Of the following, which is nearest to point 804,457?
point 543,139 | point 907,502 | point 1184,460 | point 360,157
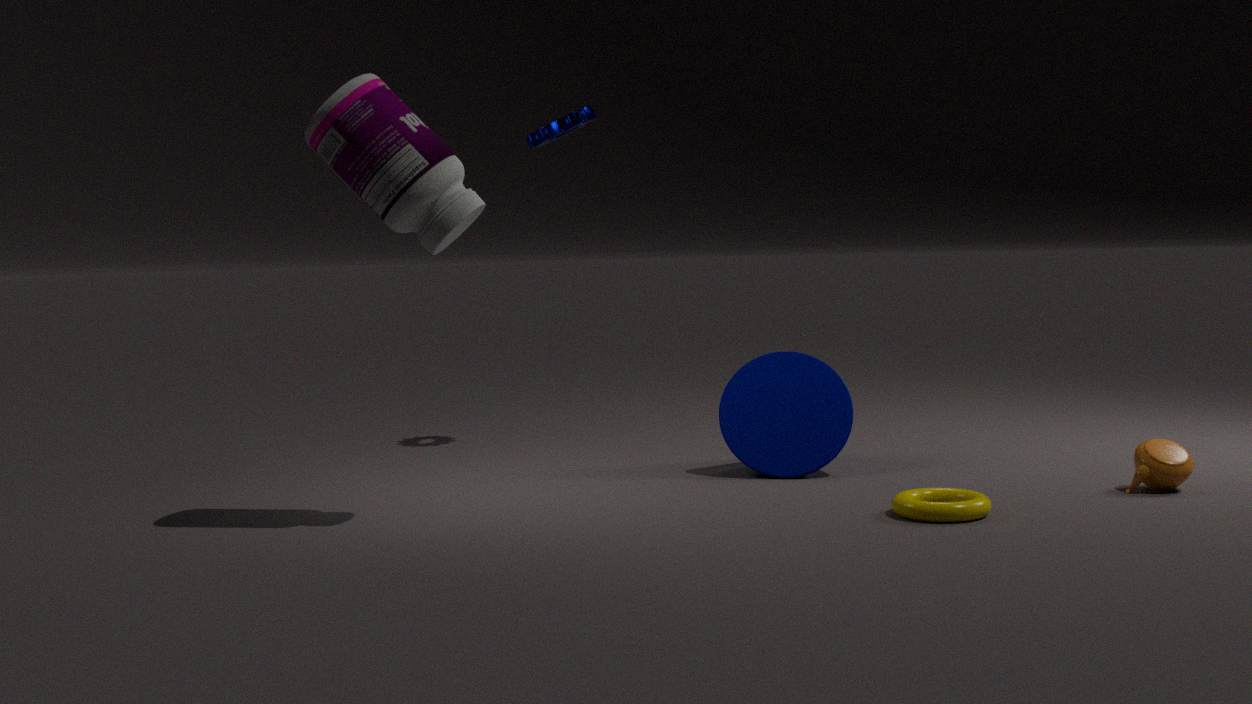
point 907,502
